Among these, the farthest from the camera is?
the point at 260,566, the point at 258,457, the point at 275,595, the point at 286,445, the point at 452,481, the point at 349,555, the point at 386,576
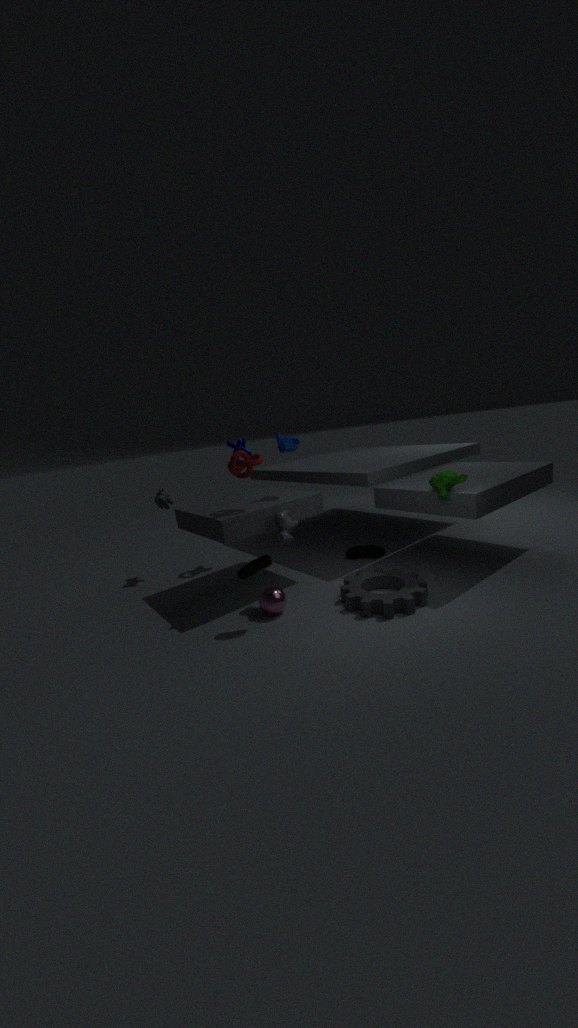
the point at 349,555
